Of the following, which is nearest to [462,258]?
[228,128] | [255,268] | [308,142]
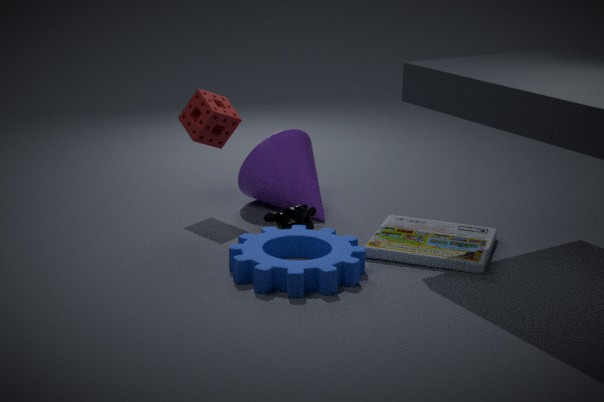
[255,268]
